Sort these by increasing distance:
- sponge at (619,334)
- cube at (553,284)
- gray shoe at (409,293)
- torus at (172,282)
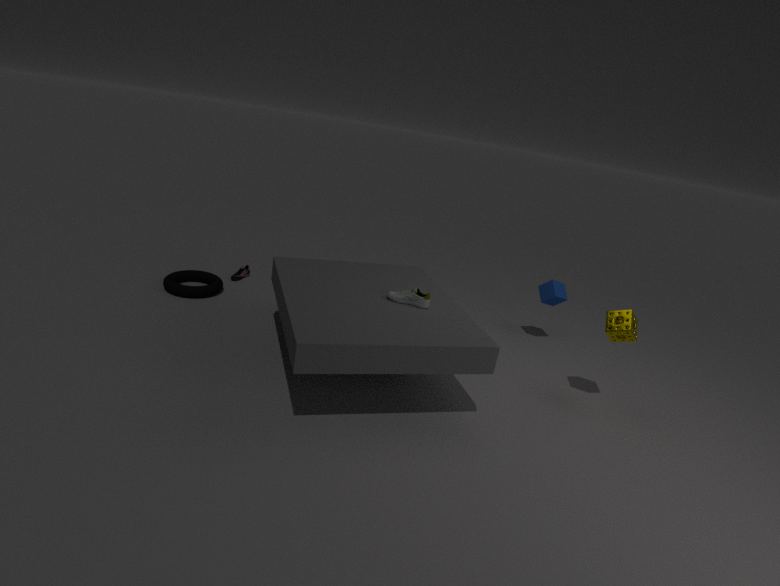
gray shoe at (409,293), sponge at (619,334), torus at (172,282), cube at (553,284)
